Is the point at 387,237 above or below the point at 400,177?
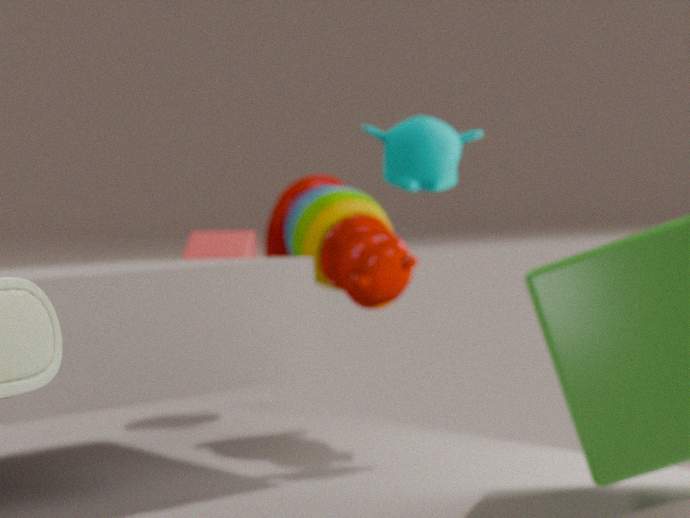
below
